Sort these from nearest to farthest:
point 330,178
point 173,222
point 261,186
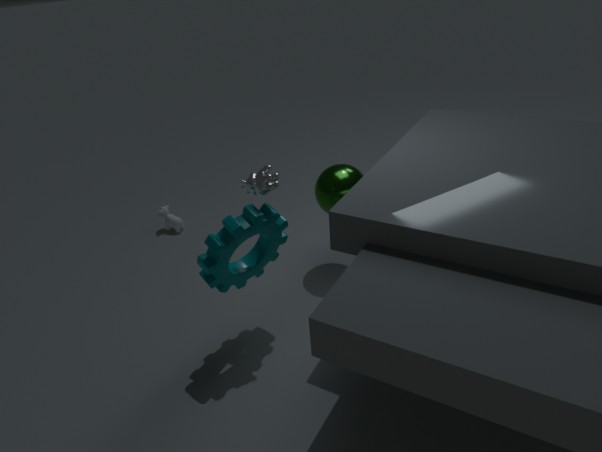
point 261,186, point 330,178, point 173,222
